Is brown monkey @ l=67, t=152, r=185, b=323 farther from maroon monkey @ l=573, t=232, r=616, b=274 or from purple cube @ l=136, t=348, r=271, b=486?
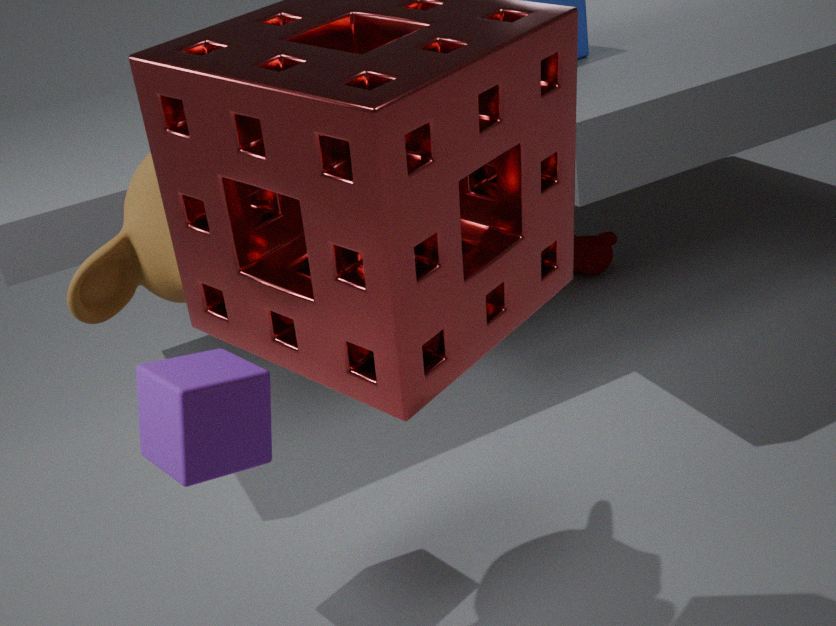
maroon monkey @ l=573, t=232, r=616, b=274
